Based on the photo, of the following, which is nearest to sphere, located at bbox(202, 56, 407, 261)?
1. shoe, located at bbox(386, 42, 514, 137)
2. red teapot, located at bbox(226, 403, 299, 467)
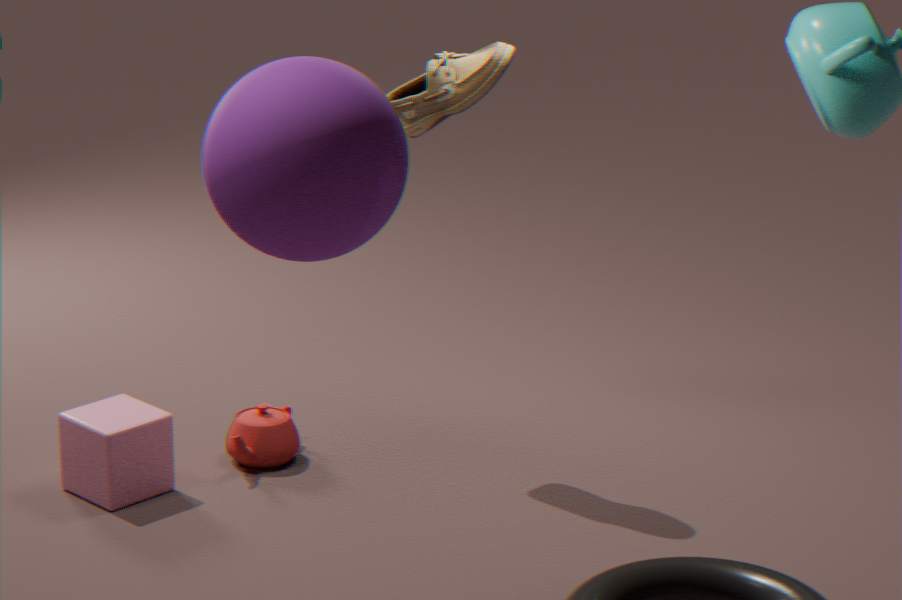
shoe, located at bbox(386, 42, 514, 137)
